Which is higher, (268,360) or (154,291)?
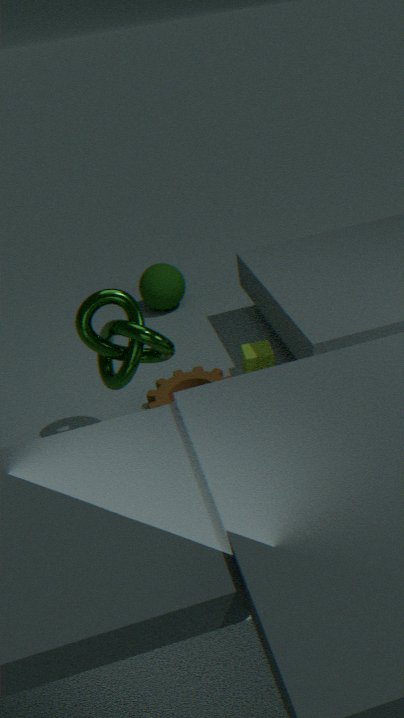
(154,291)
